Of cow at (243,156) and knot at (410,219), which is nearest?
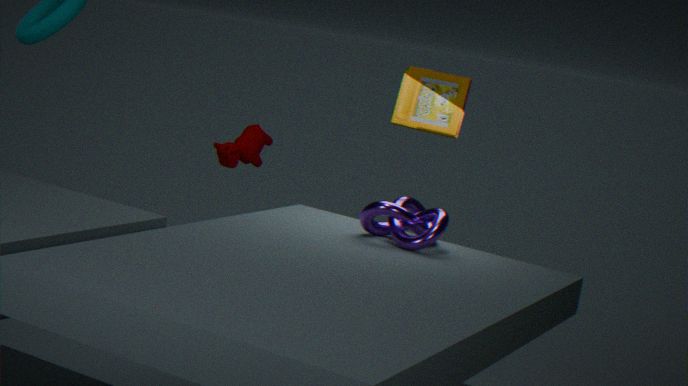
knot at (410,219)
